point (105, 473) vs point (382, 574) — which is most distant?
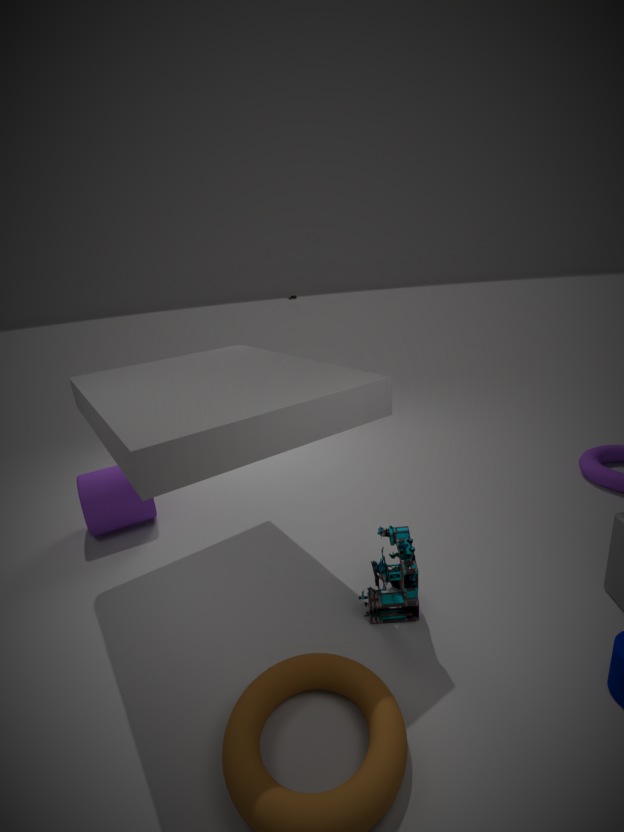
point (105, 473)
